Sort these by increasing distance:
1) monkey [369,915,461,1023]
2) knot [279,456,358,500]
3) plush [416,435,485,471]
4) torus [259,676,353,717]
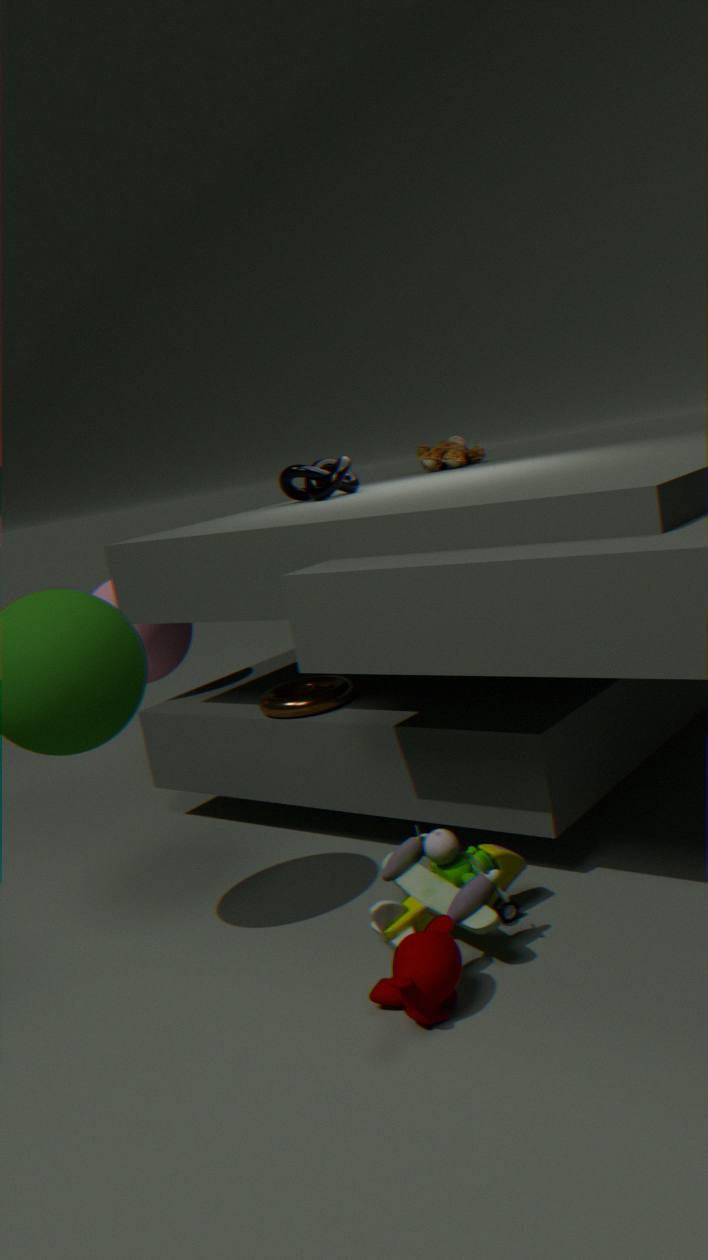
1. monkey [369,915,461,1023] < 4. torus [259,676,353,717] < 2. knot [279,456,358,500] < 3. plush [416,435,485,471]
